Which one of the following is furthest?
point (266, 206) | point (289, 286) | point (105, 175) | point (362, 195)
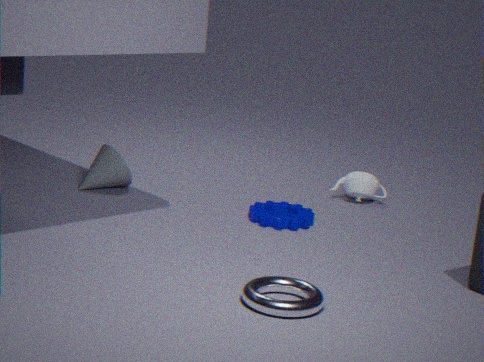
point (362, 195)
